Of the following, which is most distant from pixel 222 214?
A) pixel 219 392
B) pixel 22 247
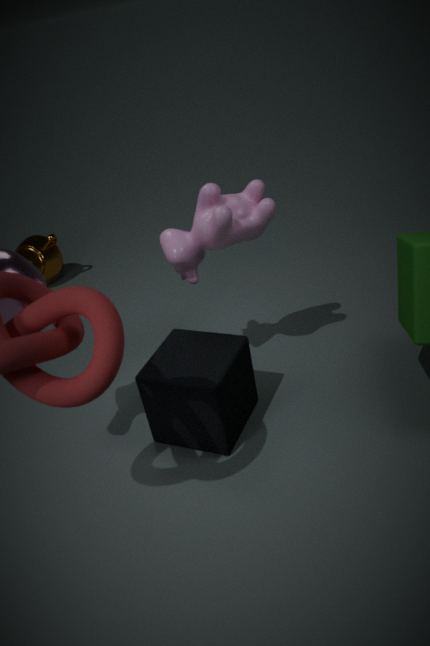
pixel 22 247
